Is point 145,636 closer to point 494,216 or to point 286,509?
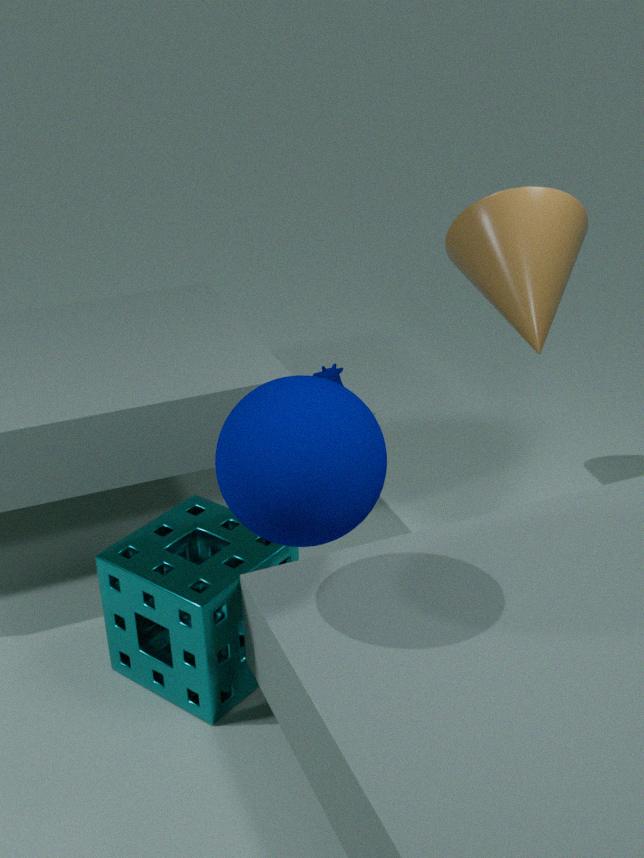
point 286,509
